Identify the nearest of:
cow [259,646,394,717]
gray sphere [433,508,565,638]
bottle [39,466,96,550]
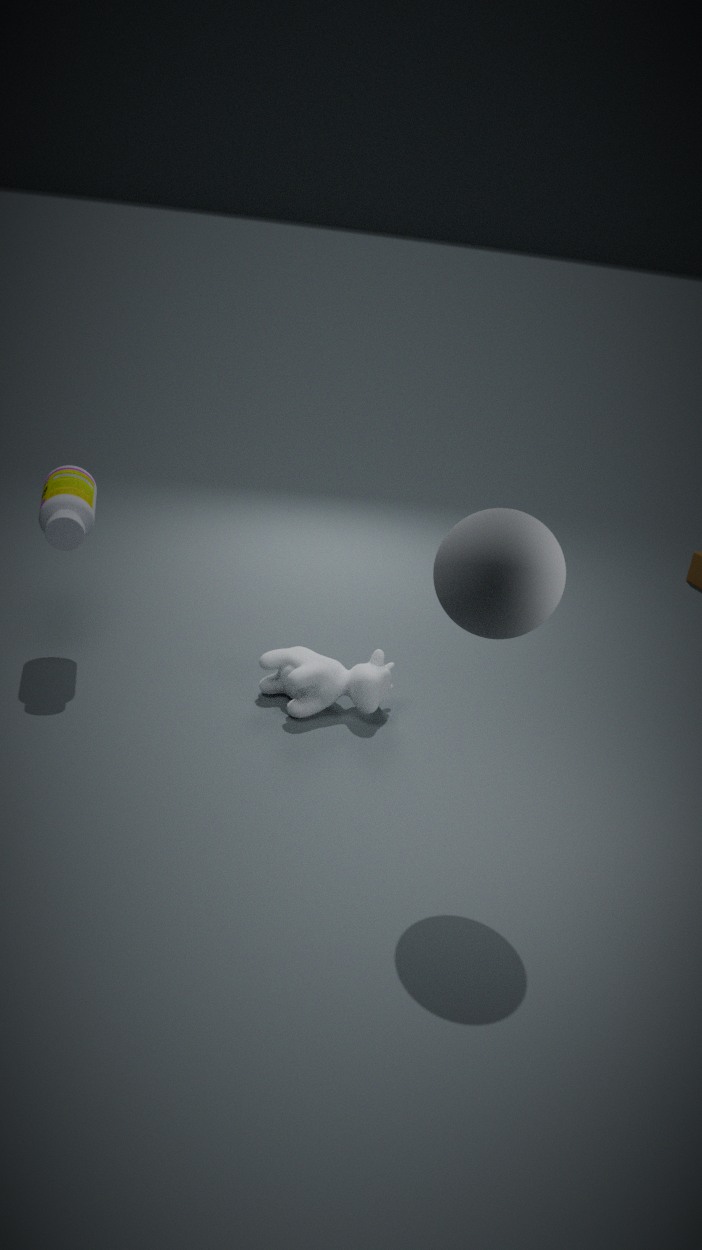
gray sphere [433,508,565,638]
